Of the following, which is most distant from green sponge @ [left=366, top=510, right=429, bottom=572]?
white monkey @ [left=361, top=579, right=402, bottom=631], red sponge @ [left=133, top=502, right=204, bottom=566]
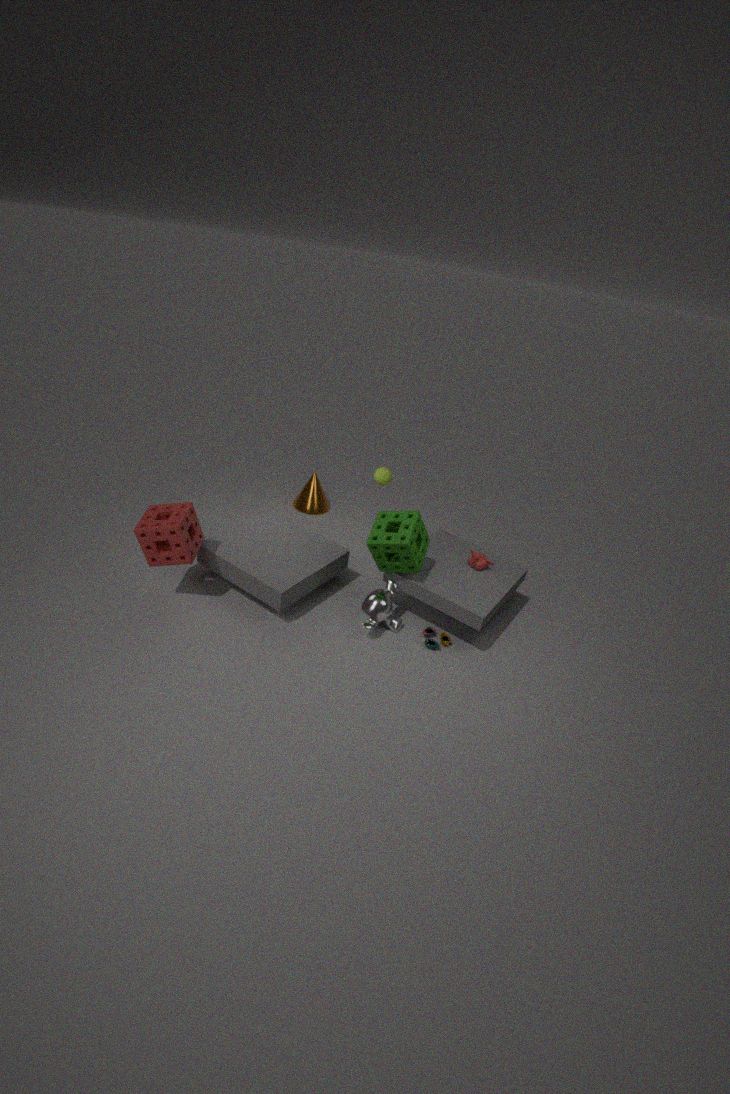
red sponge @ [left=133, top=502, right=204, bottom=566]
